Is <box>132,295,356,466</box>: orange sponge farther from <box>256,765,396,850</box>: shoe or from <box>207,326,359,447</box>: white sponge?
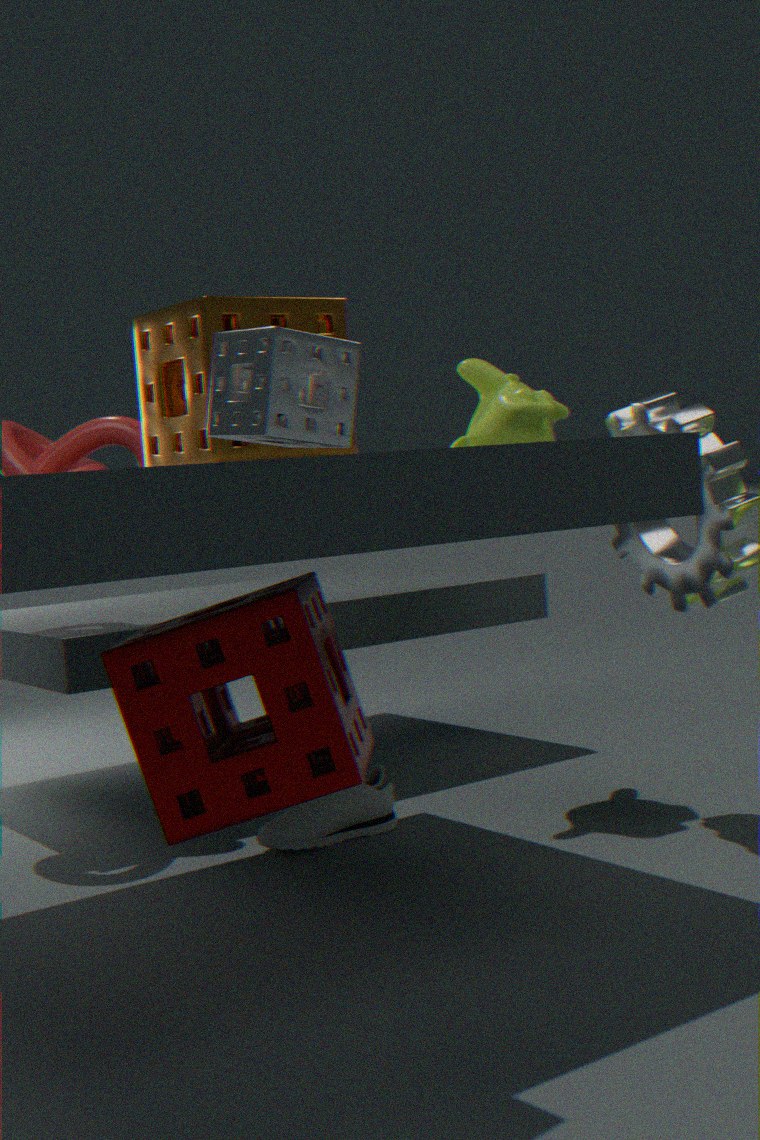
<box>256,765,396,850</box>: shoe
